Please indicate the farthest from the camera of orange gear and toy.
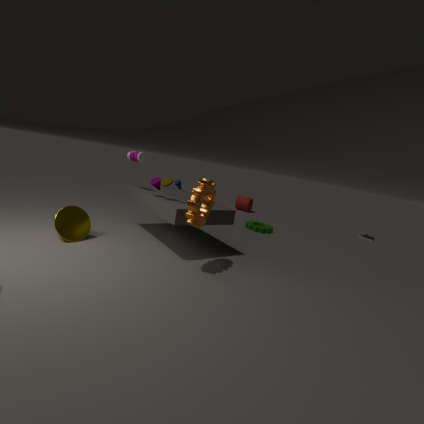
toy
